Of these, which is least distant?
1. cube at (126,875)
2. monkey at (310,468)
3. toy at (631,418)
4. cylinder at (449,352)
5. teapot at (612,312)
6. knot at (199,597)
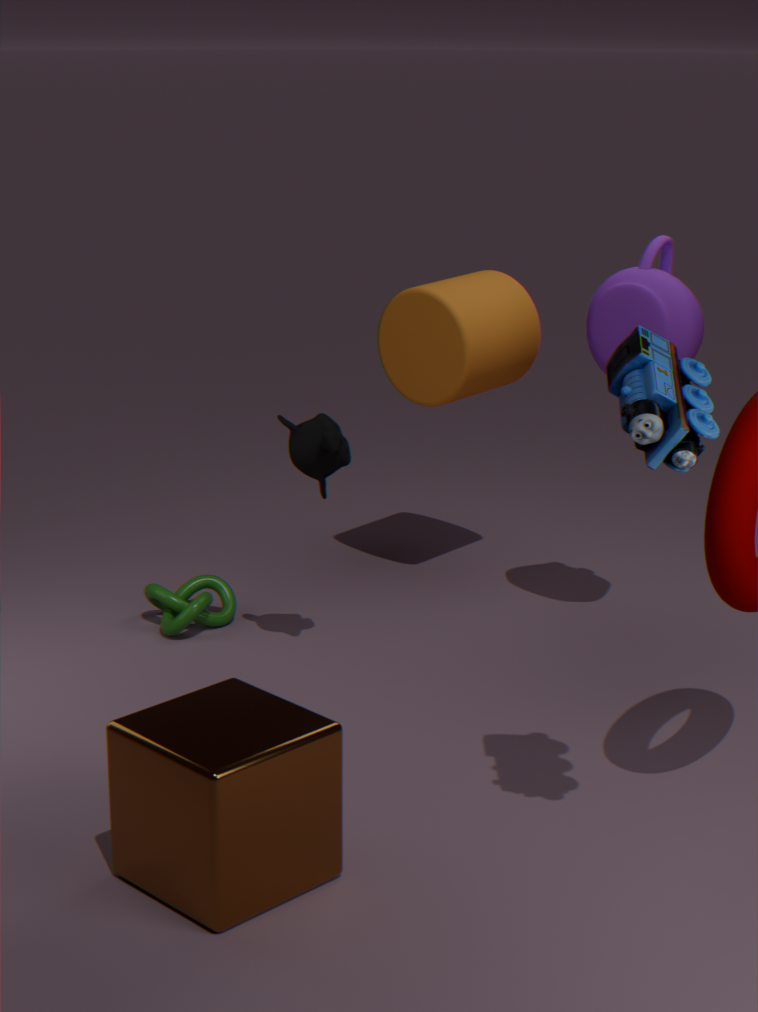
toy at (631,418)
